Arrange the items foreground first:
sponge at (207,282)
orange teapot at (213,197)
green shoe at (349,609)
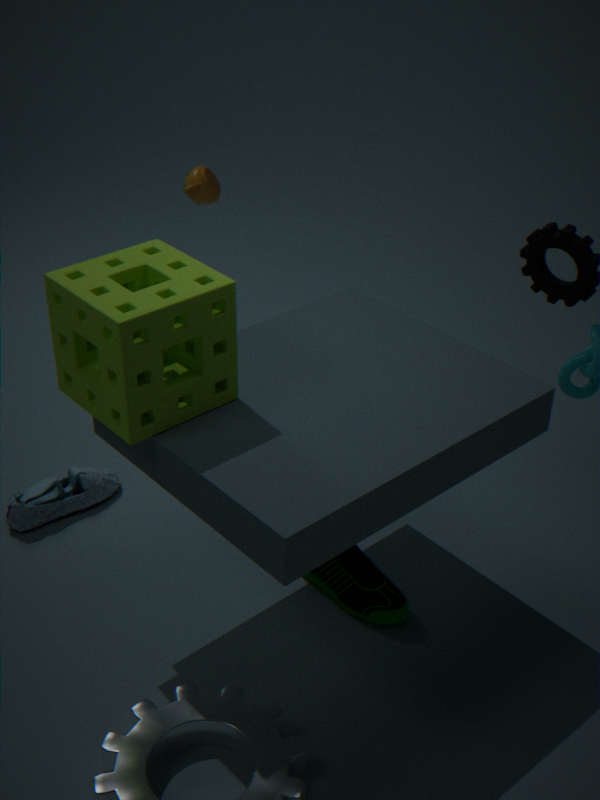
sponge at (207,282)
green shoe at (349,609)
orange teapot at (213,197)
